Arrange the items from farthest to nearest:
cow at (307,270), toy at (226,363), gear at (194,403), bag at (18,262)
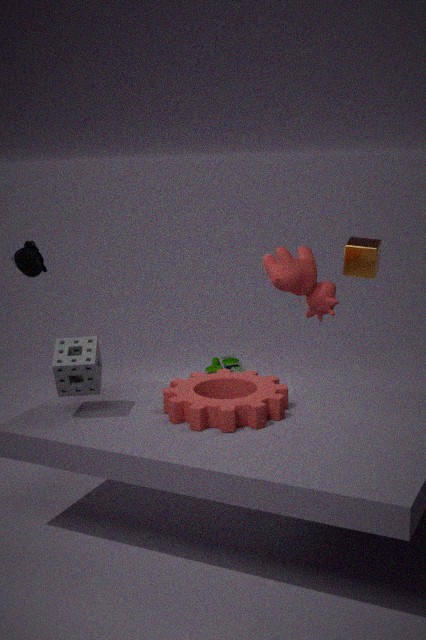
toy at (226,363)
cow at (307,270)
bag at (18,262)
gear at (194,403)
